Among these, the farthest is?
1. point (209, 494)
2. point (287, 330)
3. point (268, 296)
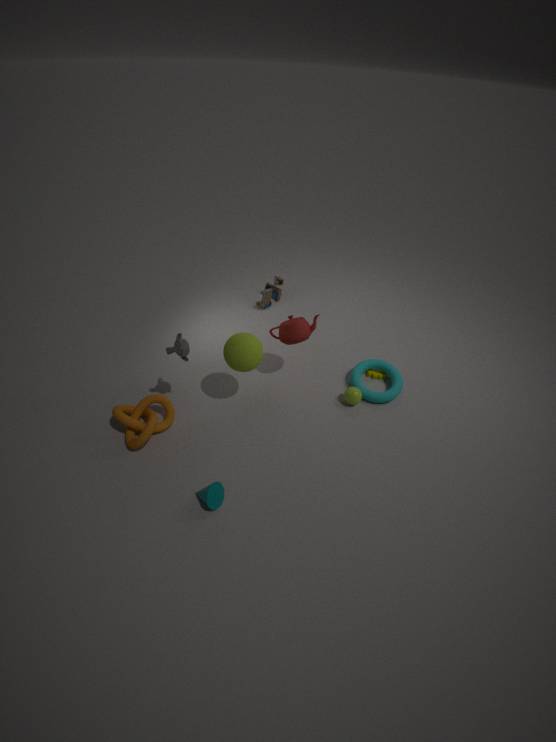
point (268, 296)
